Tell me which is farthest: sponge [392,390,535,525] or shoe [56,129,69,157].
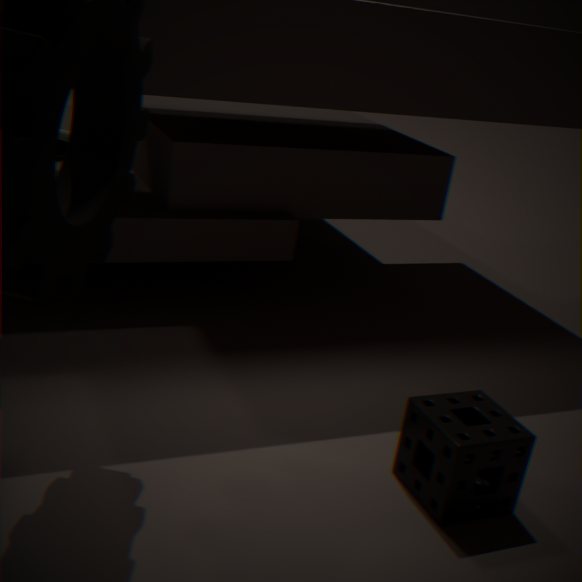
shoe [56,129,69,157]
